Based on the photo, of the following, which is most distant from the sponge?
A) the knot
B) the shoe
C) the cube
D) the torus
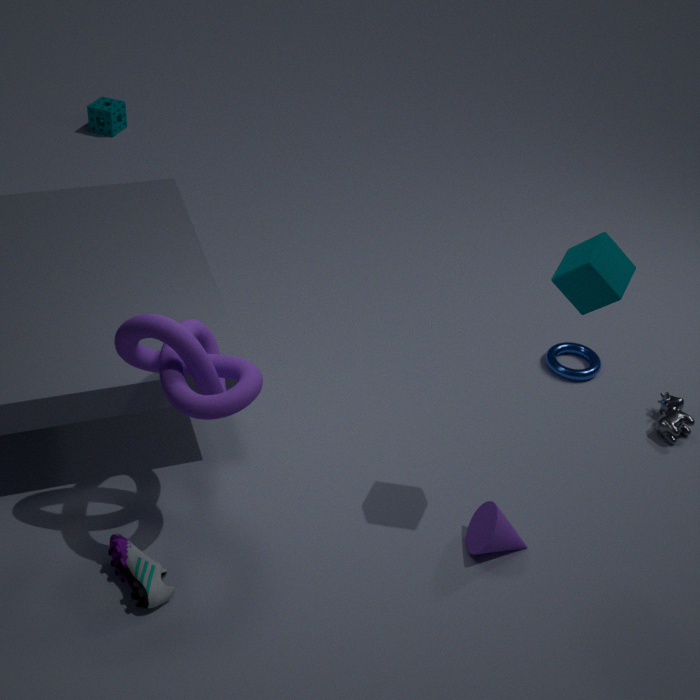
the cube
